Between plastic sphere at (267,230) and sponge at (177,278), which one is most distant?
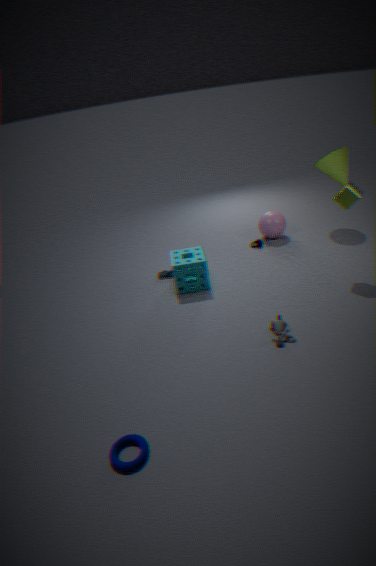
plastic sphere at (267,230)
